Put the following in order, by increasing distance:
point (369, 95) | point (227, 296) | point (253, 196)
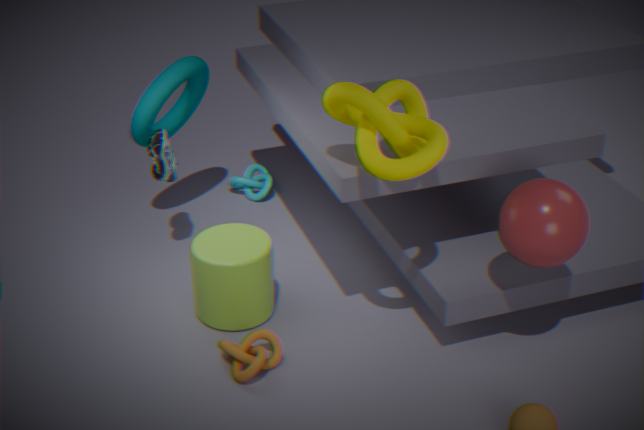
point (369, 95) < point (227, 296) < point (253, 196)
